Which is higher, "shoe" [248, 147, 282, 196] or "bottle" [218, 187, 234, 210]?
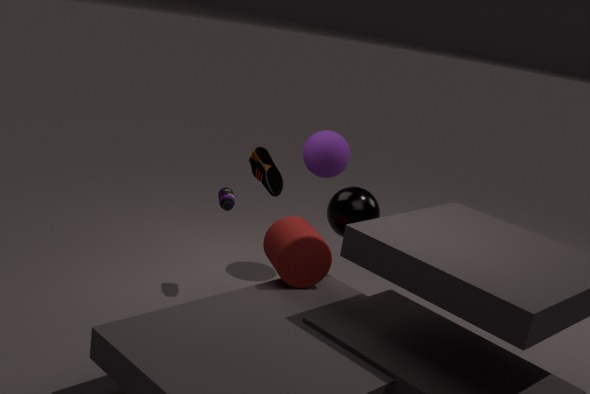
"shoe" [248, 147, 282, 196]
